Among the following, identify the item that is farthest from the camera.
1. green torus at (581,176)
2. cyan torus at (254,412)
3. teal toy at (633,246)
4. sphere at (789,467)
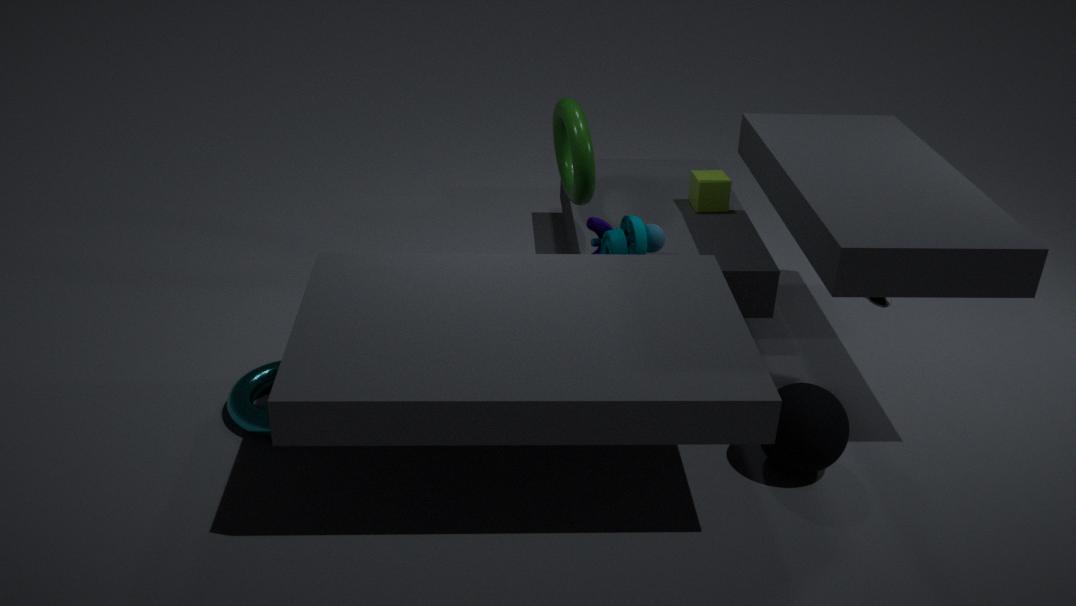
green torus at (581,176)
